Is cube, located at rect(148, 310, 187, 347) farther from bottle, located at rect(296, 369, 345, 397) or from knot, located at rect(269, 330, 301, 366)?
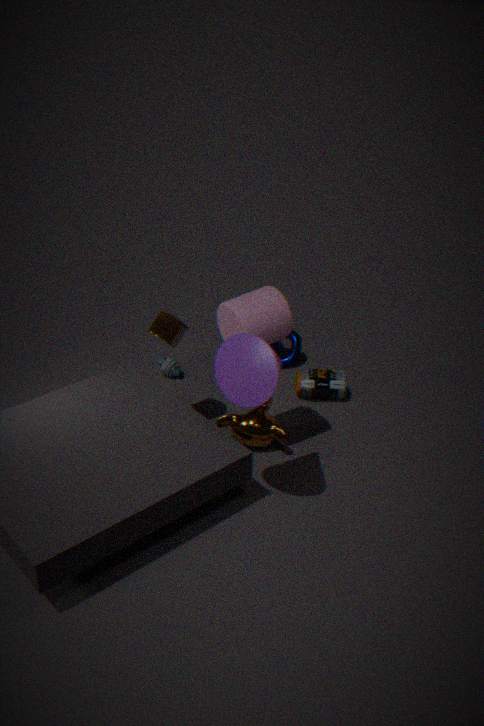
bottle, located at rect(296, 369, 345, 397)
